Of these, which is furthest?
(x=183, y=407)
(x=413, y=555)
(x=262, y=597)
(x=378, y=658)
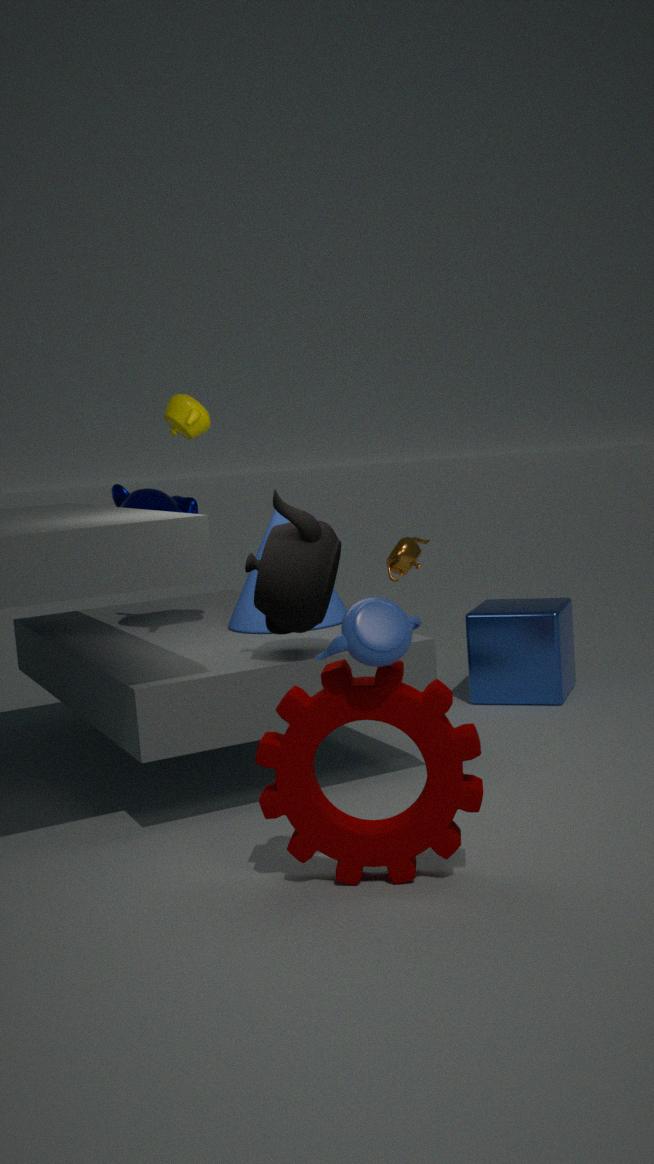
(x=413, y=555)
